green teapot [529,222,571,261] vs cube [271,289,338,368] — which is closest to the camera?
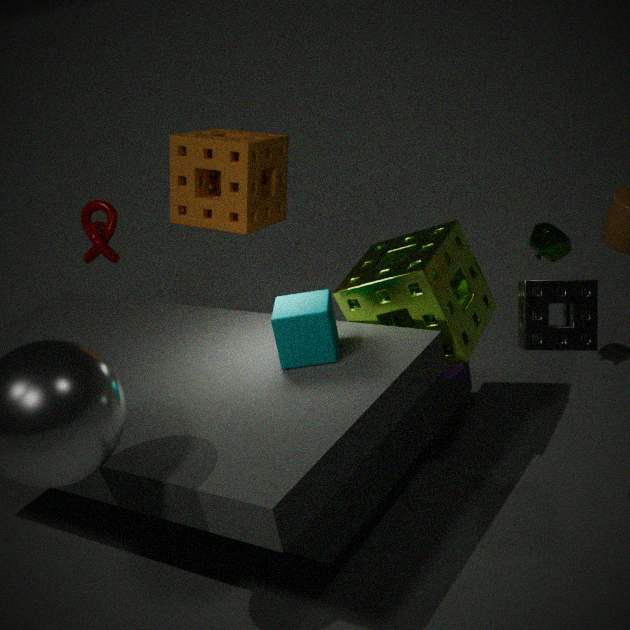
cube [271,289,338,368]
